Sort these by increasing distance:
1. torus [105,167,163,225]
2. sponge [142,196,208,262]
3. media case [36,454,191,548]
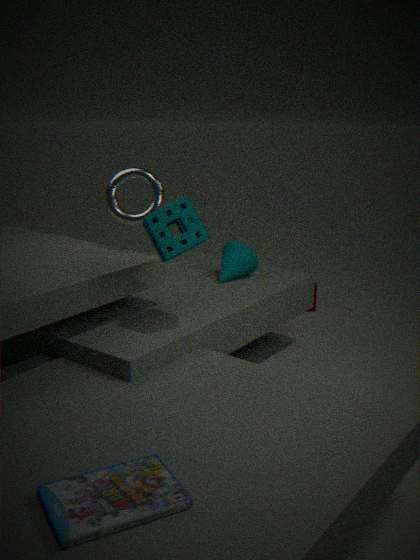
media case [36,454,191,548], sponge [142,196,208,262], torus [105,167,163,225]
